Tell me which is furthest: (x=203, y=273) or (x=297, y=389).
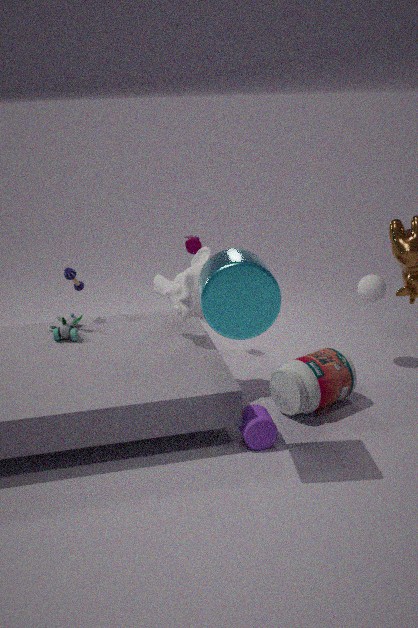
(x=297, y=389)
